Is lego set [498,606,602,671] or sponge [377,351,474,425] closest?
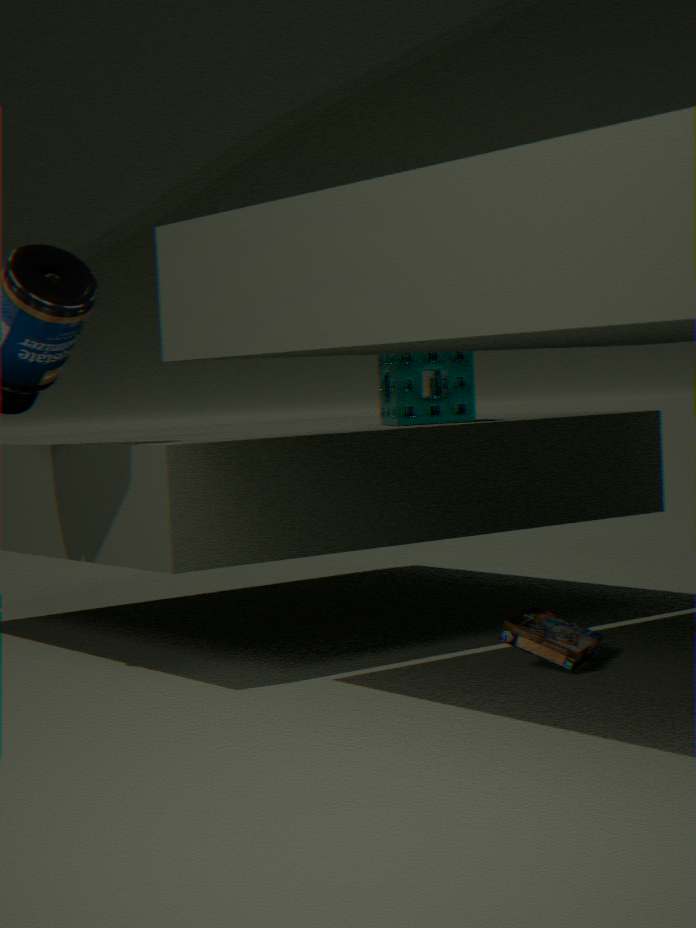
lego set [498,606,602,671]
